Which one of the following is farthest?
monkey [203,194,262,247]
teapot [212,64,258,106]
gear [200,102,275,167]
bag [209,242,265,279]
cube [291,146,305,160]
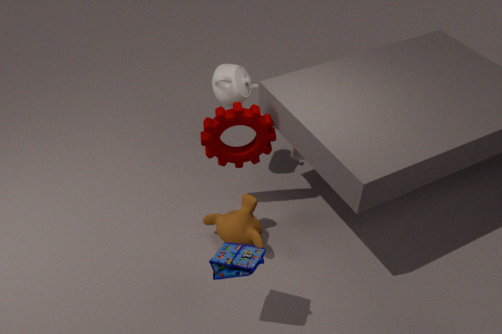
cube [291,146,305,160]
